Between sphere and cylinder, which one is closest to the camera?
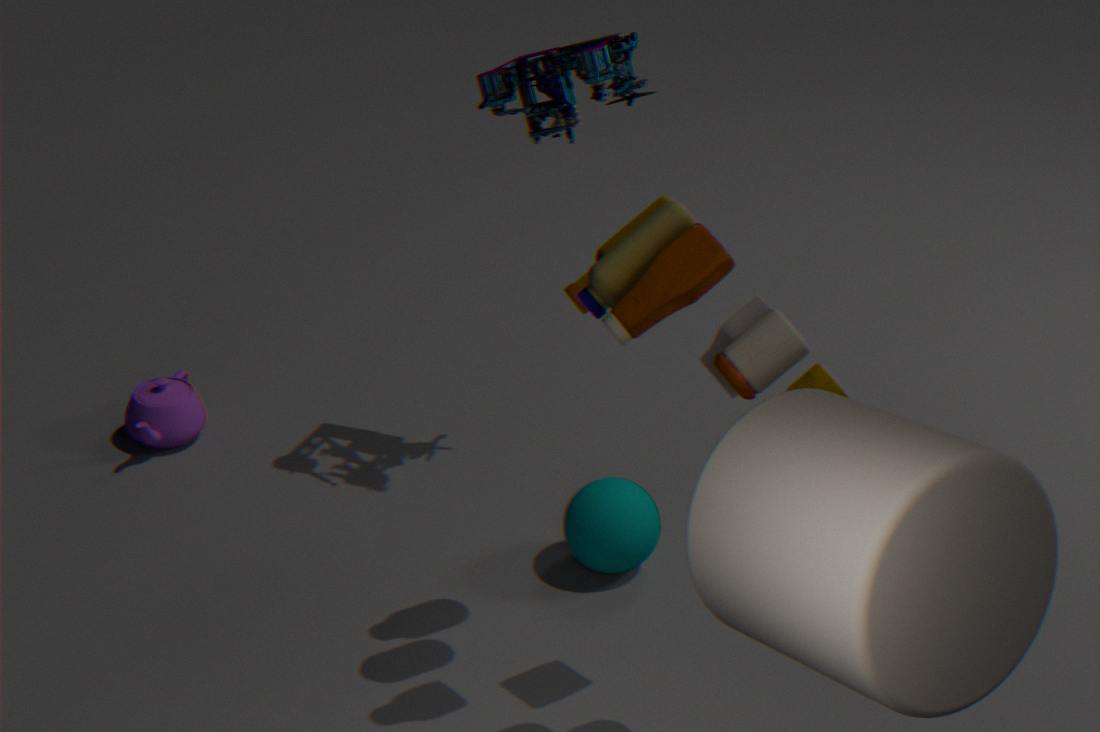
cylinder
